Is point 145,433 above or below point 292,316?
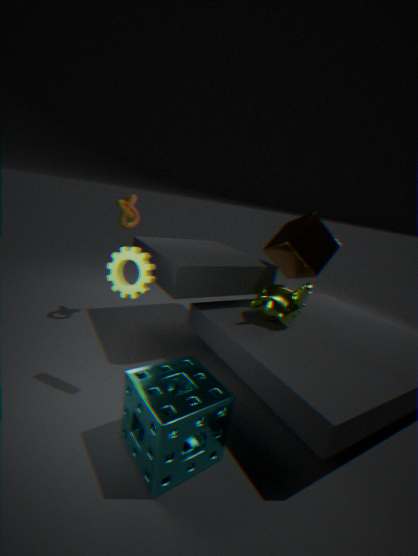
below
